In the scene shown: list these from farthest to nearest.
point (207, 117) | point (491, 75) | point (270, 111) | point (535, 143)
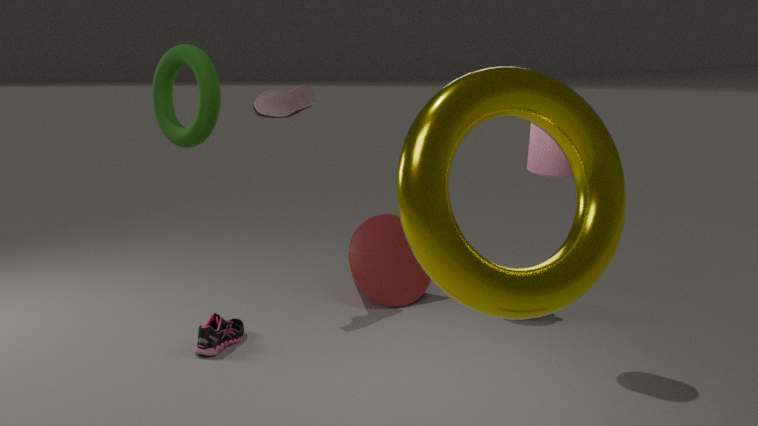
point (270, 111) < point (535, 143) < point (207, 117) < point (491, 75)
